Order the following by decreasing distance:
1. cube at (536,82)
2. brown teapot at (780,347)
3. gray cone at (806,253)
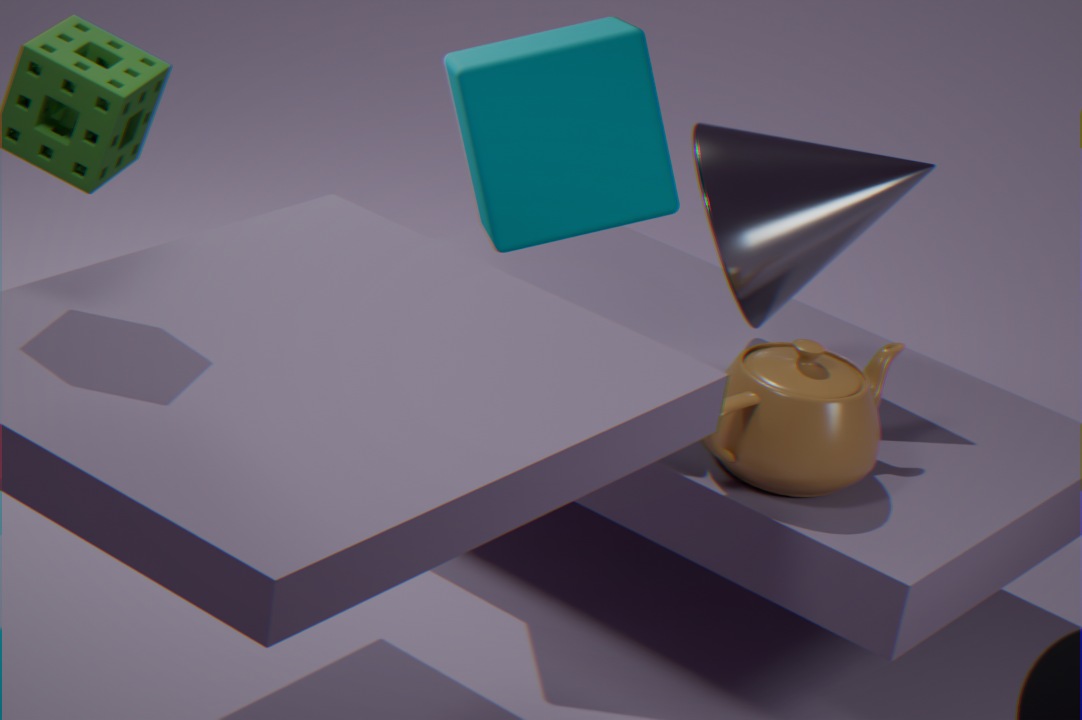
gray cone at (806,253) < cube at (536,82) < brown teapot at (780,347)
